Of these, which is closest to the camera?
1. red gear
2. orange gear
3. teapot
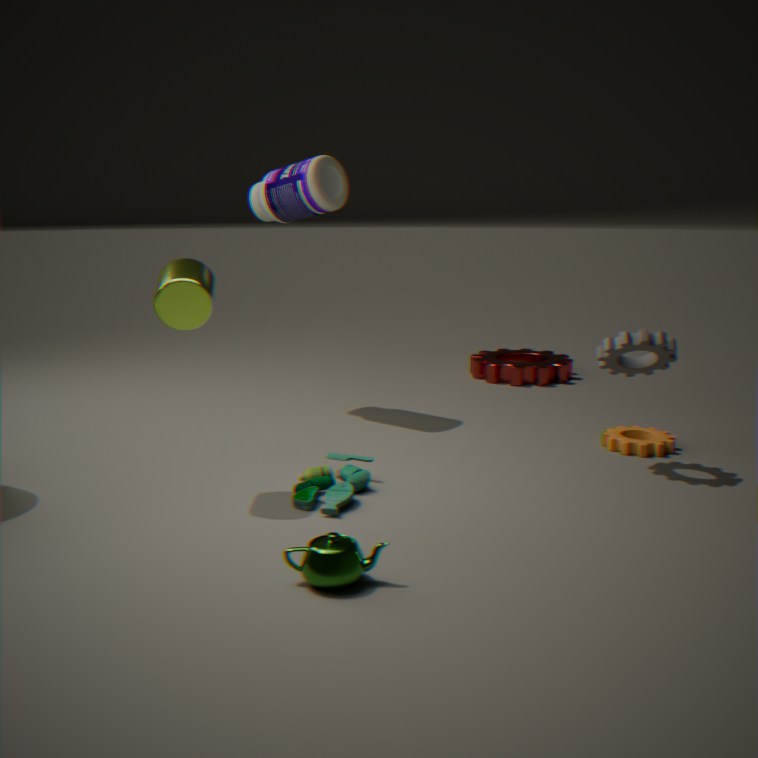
teapot
